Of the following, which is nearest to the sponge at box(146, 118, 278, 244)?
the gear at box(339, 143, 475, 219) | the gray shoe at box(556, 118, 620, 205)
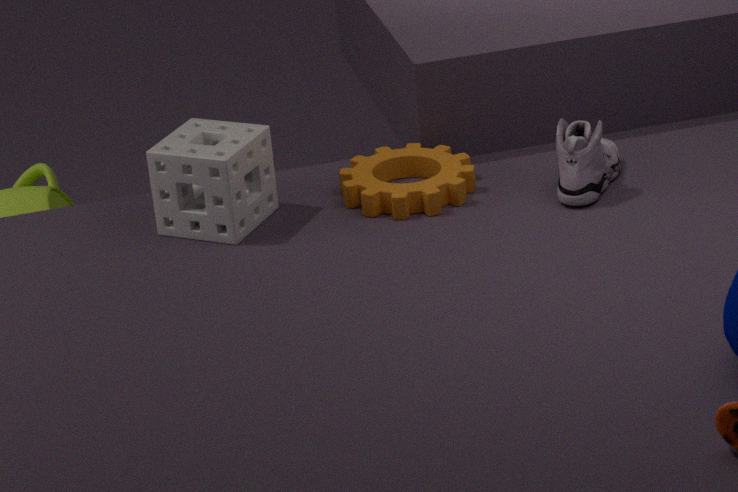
the gear at box(339, 143, 475, 219)
